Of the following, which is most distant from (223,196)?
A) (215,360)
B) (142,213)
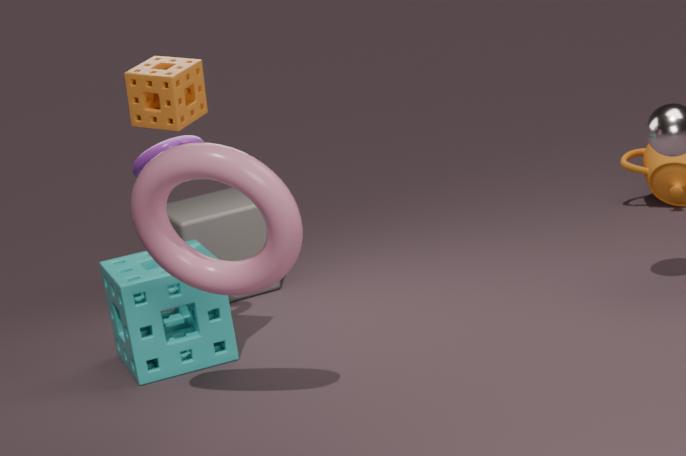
(142,213)
